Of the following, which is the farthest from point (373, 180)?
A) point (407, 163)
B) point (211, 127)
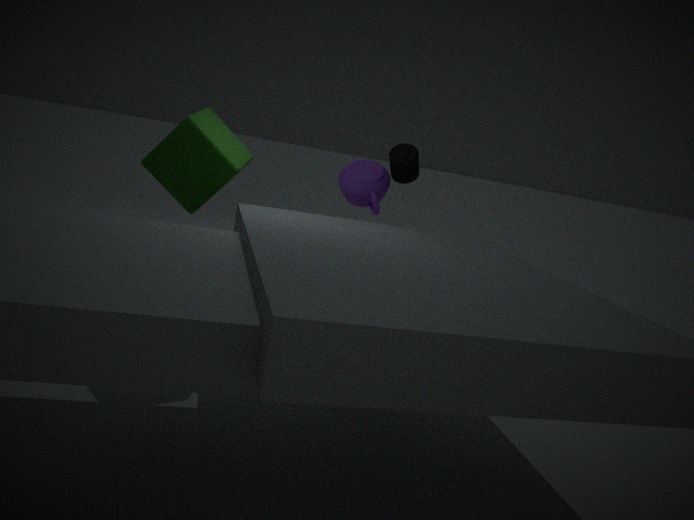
point (211, 127)
